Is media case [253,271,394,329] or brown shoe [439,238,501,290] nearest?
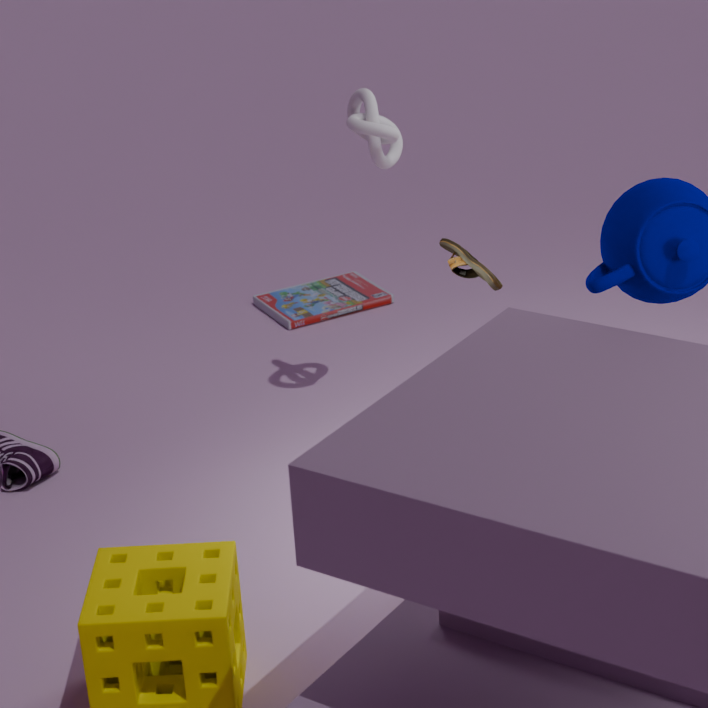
brown shoe [439,238,501,290]
